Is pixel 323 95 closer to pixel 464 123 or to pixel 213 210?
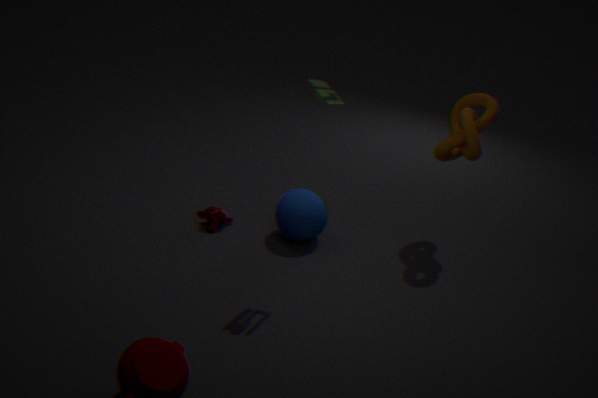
pixel 464 123
